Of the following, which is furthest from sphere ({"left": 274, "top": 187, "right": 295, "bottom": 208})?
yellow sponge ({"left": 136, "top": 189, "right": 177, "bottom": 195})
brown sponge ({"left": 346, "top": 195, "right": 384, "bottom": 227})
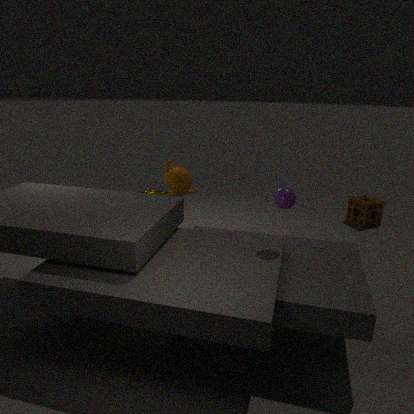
brown sponge ({"left": 346, "top": 195, "right": 384, "bottom": 227})
